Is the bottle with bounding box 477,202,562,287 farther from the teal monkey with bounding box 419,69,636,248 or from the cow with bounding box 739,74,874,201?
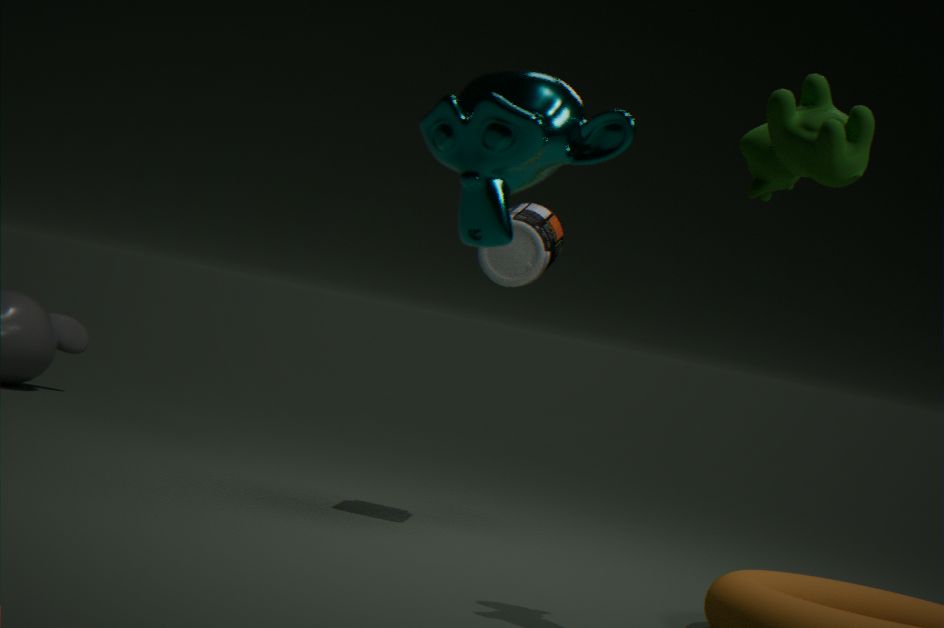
the teal monkey with bounding box 419,69,636,248
